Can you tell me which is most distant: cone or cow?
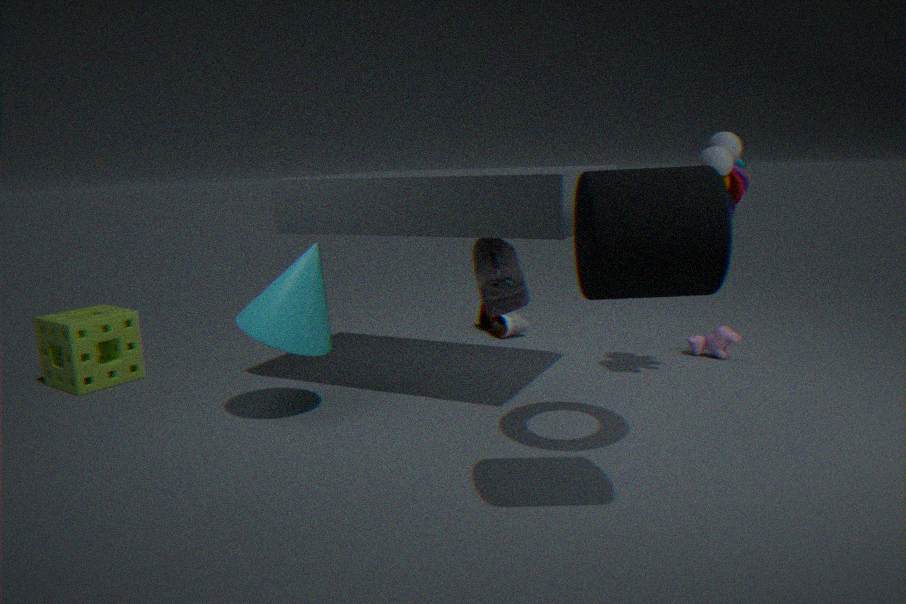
cow
